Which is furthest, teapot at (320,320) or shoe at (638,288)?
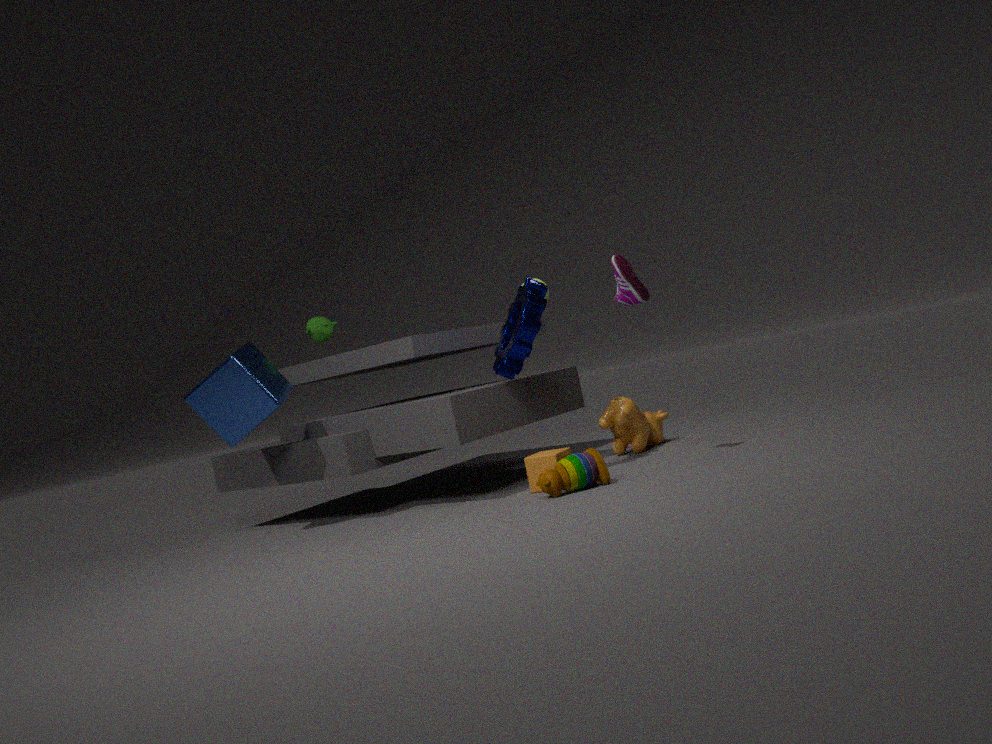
teapot at (320,320)
